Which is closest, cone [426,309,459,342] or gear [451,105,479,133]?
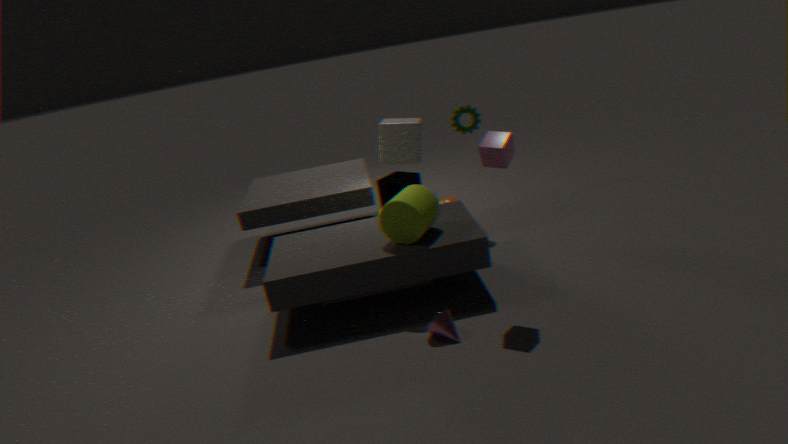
cone [426,309,459,342]
